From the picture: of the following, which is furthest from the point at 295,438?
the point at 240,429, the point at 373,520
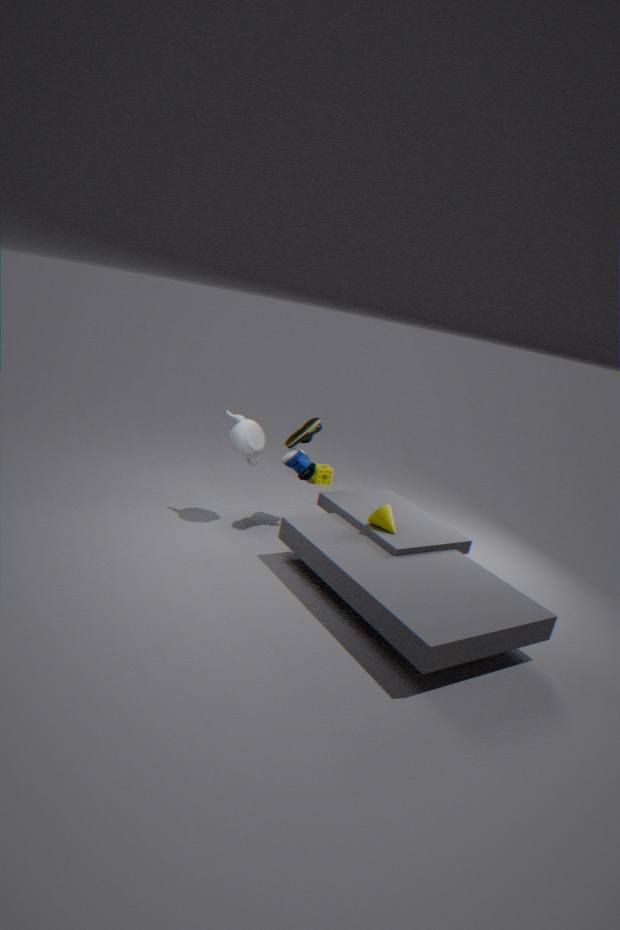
the point at 373,520
